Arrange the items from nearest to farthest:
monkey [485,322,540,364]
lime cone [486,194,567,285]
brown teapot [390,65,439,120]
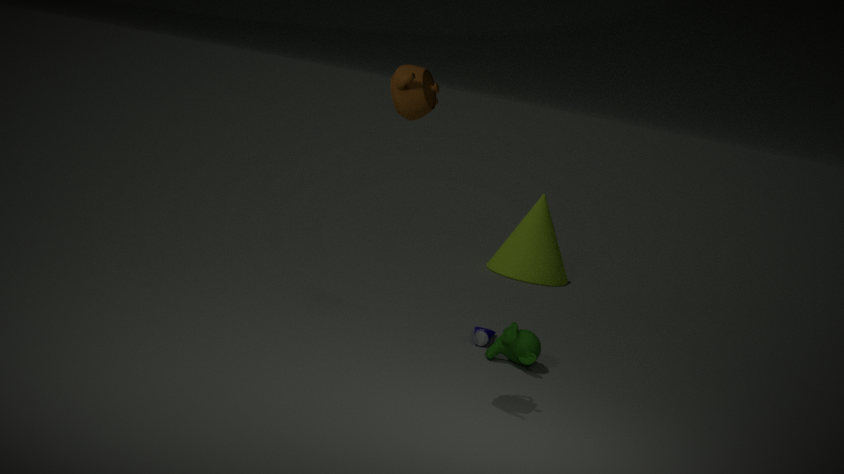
brown teapot [390,65,439,120] → monkey [485,322,540,364] → lime cone [486,194,567,285]
